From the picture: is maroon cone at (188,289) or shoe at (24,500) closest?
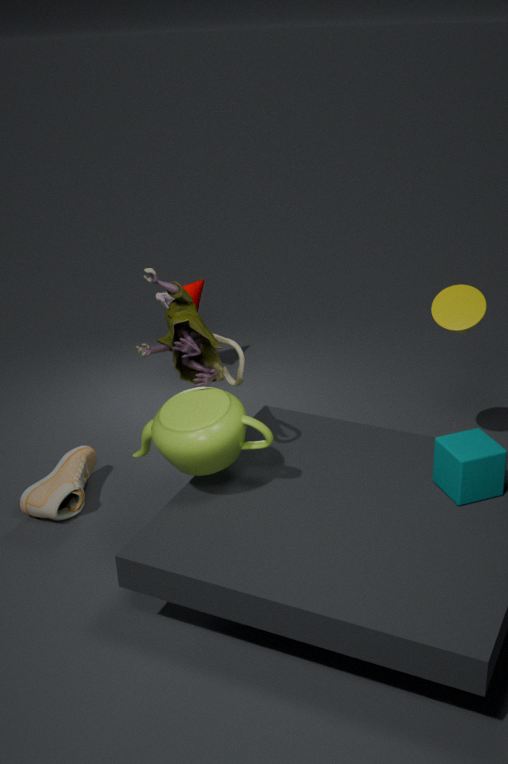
shoe at (24,500)
